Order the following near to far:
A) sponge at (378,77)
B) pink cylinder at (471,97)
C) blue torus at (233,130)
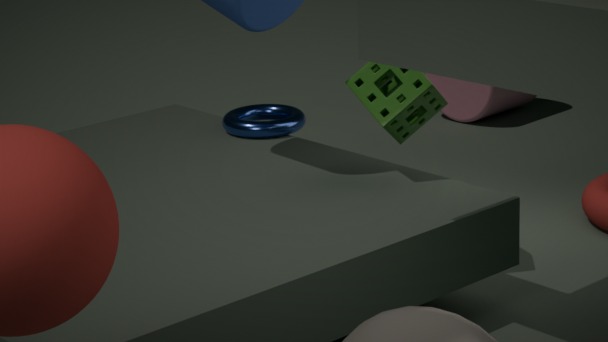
sponge at (378,77) < blue torus at (233,130) < pink cylinder at (471,97)
